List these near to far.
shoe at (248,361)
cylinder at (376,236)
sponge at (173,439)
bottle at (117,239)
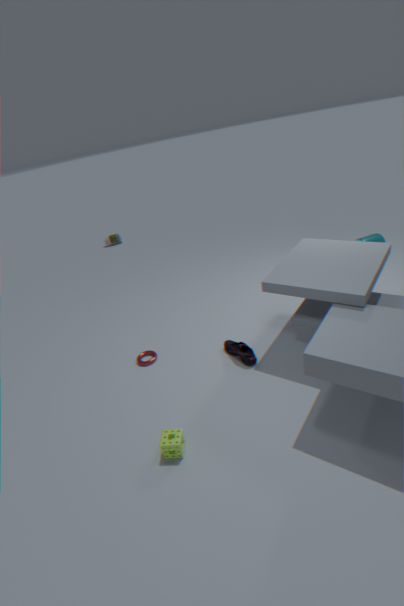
sponge at (173,439) → shoe at (248,361) → cylinder at (376,236) → bottle at (117,239)
